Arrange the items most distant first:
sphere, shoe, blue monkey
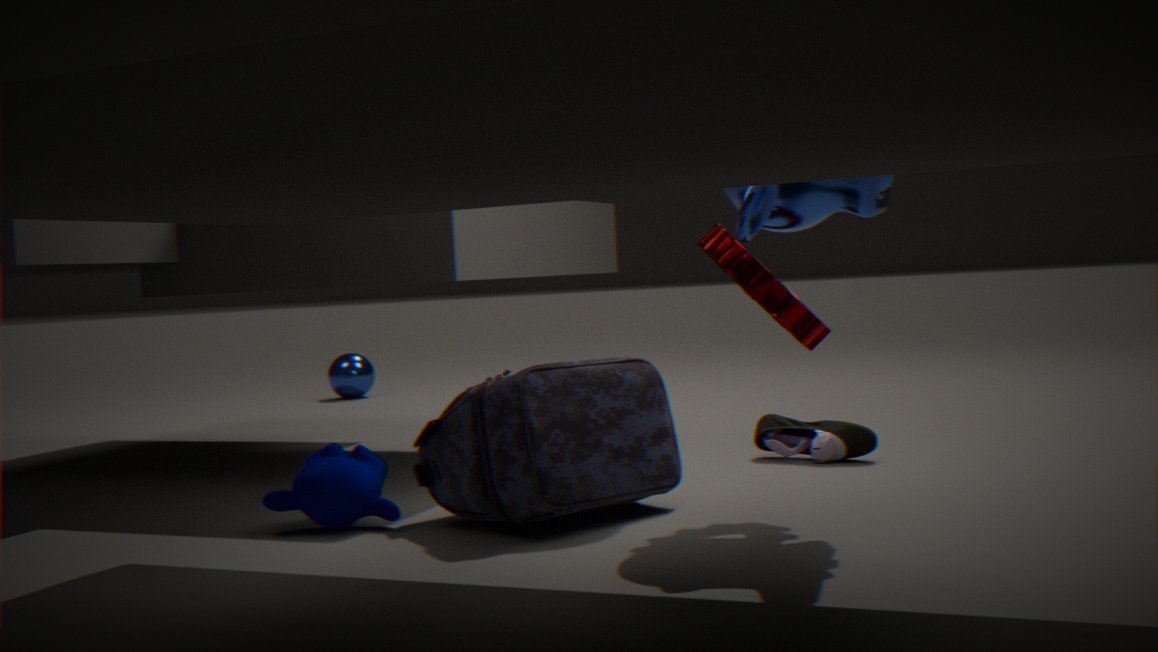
sphere → shoe → blue monkey
